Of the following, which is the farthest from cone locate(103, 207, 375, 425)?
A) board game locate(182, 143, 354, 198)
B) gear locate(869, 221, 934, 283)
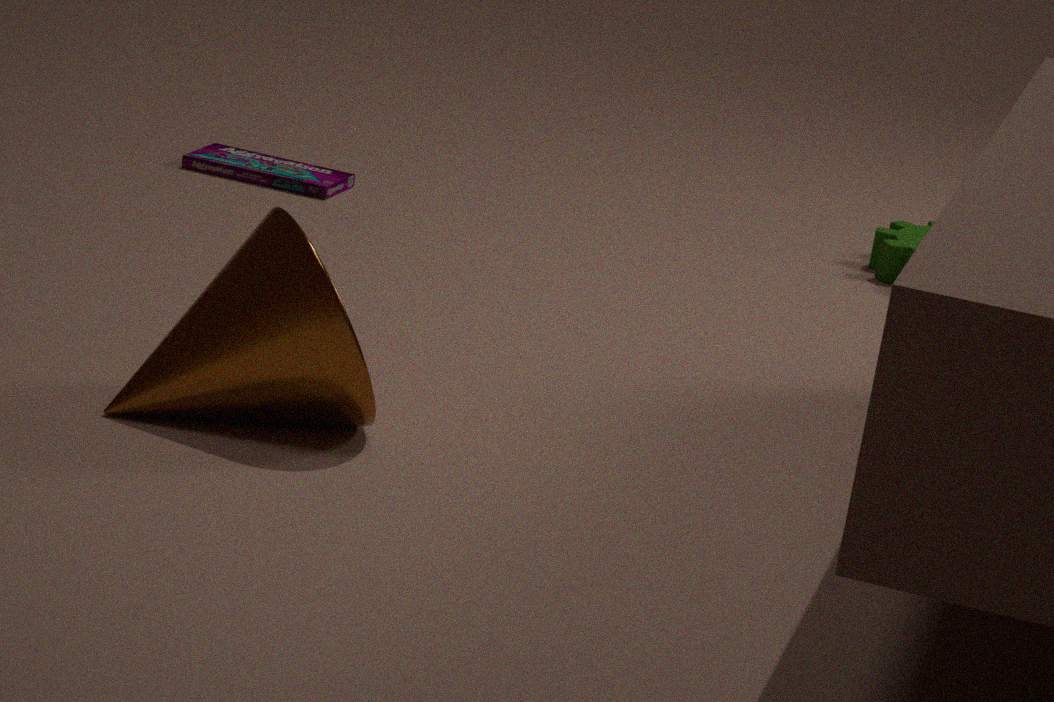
gear locate(869, 221, 934, 283)
